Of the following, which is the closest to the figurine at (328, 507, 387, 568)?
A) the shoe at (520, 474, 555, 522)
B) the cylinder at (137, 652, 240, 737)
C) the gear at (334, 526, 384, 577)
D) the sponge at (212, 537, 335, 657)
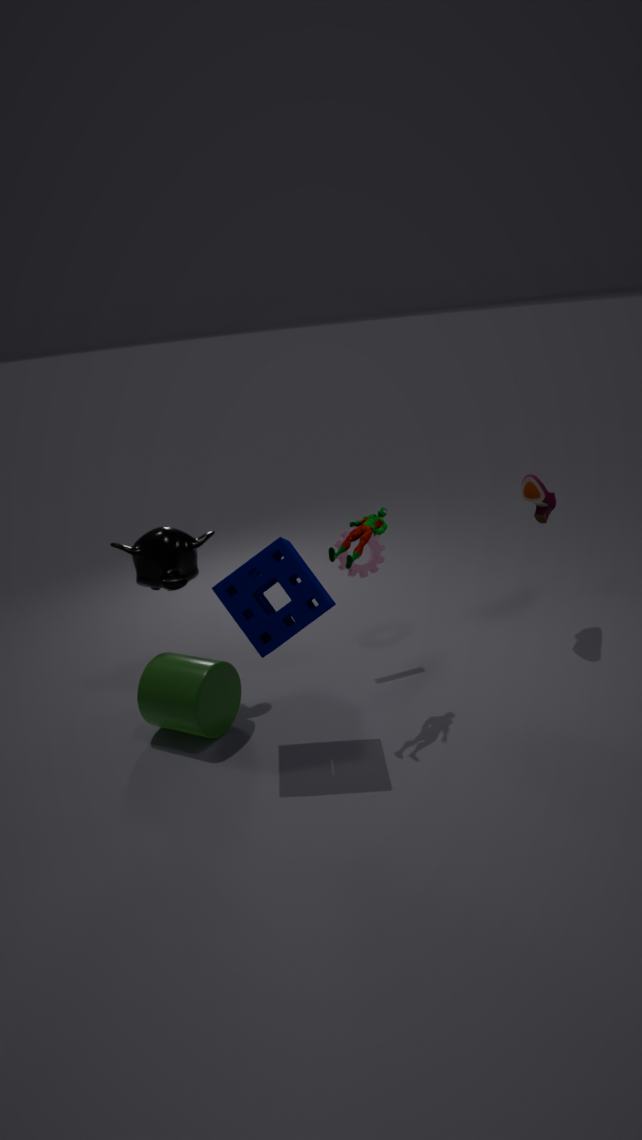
the sponge at (212, 537, 335, 657)
